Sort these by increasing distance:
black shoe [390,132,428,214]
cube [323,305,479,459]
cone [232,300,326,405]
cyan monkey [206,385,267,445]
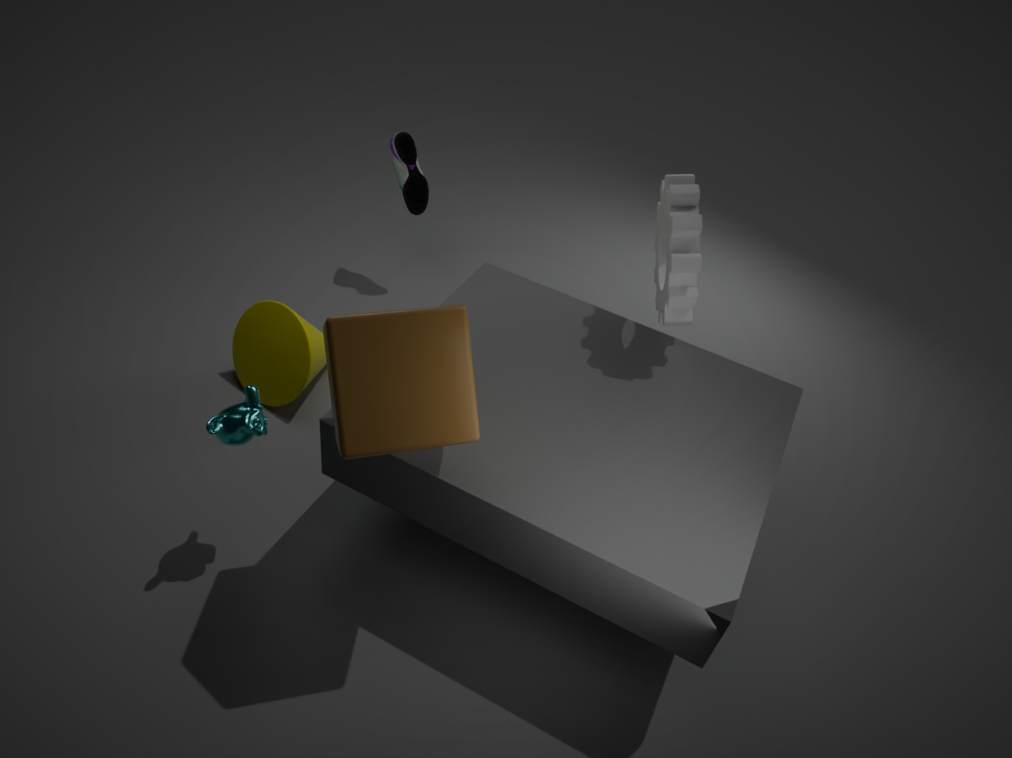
cube [323,305,479,459] → cyan monkey [206,385,267,445] → cone [232,300,326,405] → black shoe [390,132,428,214]
